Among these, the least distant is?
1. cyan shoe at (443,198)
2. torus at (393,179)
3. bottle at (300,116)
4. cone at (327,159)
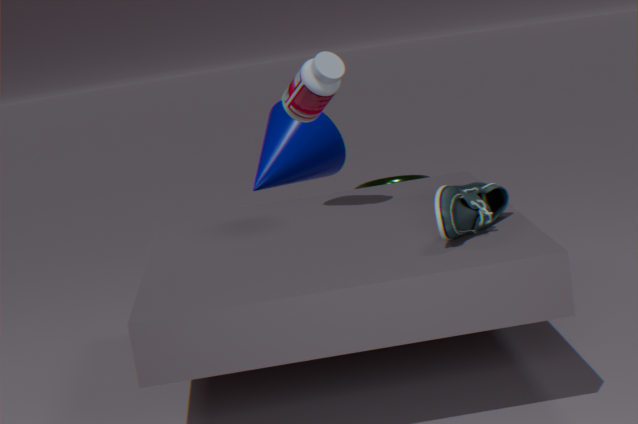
cyan shoe at (443,198)
